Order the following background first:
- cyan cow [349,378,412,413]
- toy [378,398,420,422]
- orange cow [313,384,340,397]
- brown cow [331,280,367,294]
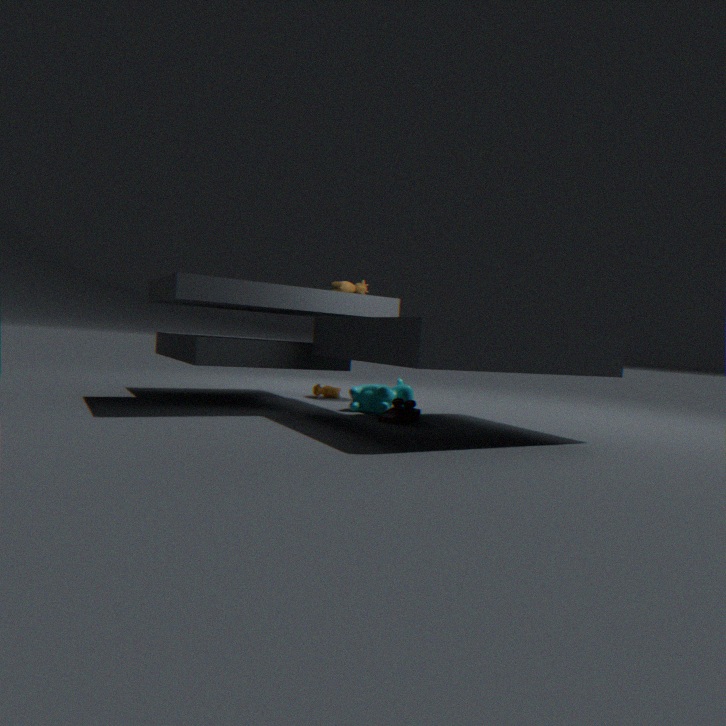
orange cow [313,384,340,397]
cyan cow [349,378,412,413]
brown cow [331,280,367,294]
toy [378,398,420,422]
